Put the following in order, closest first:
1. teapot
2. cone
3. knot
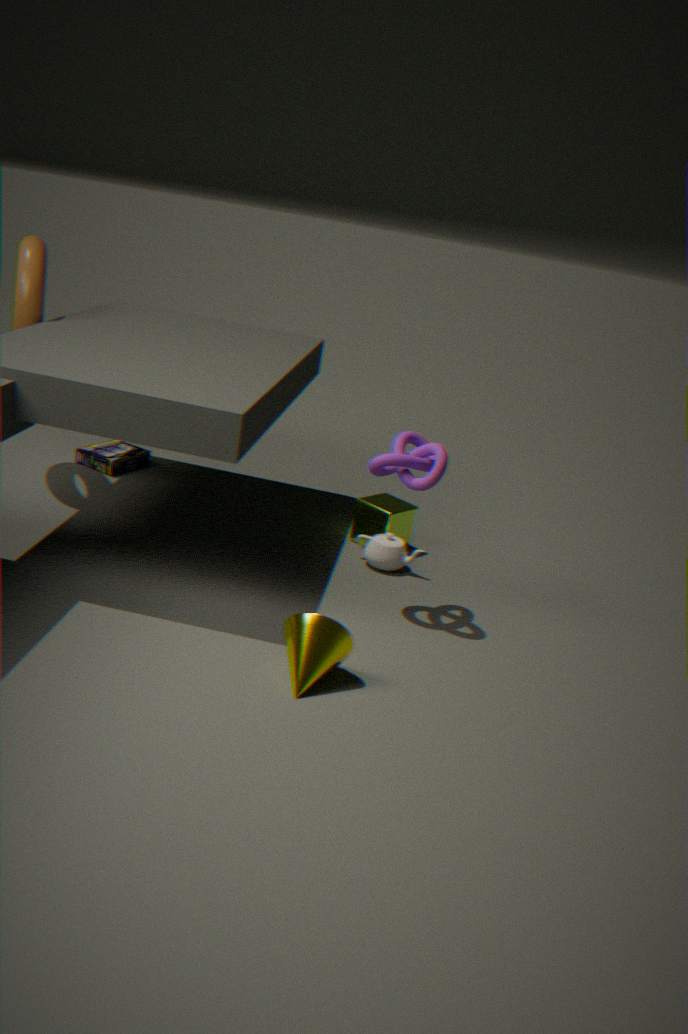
cone < knot < teapot
